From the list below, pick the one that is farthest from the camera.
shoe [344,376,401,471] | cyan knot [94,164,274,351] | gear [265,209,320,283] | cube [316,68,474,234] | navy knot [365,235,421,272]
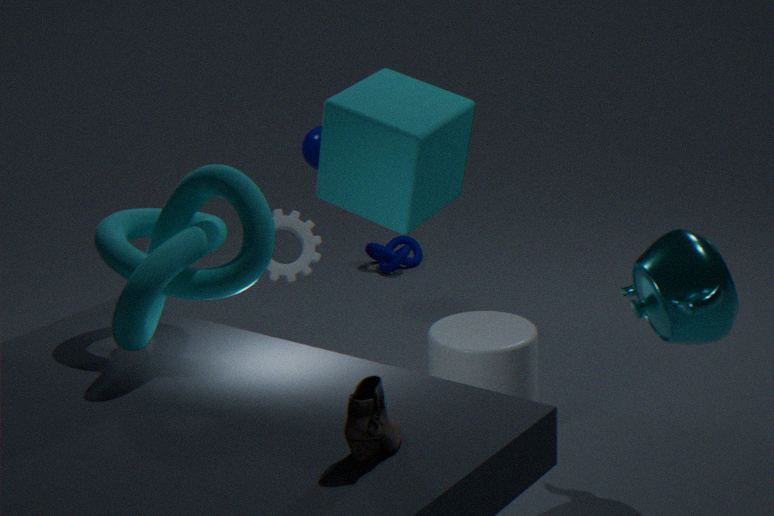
navy knot [365,235,421,272]
